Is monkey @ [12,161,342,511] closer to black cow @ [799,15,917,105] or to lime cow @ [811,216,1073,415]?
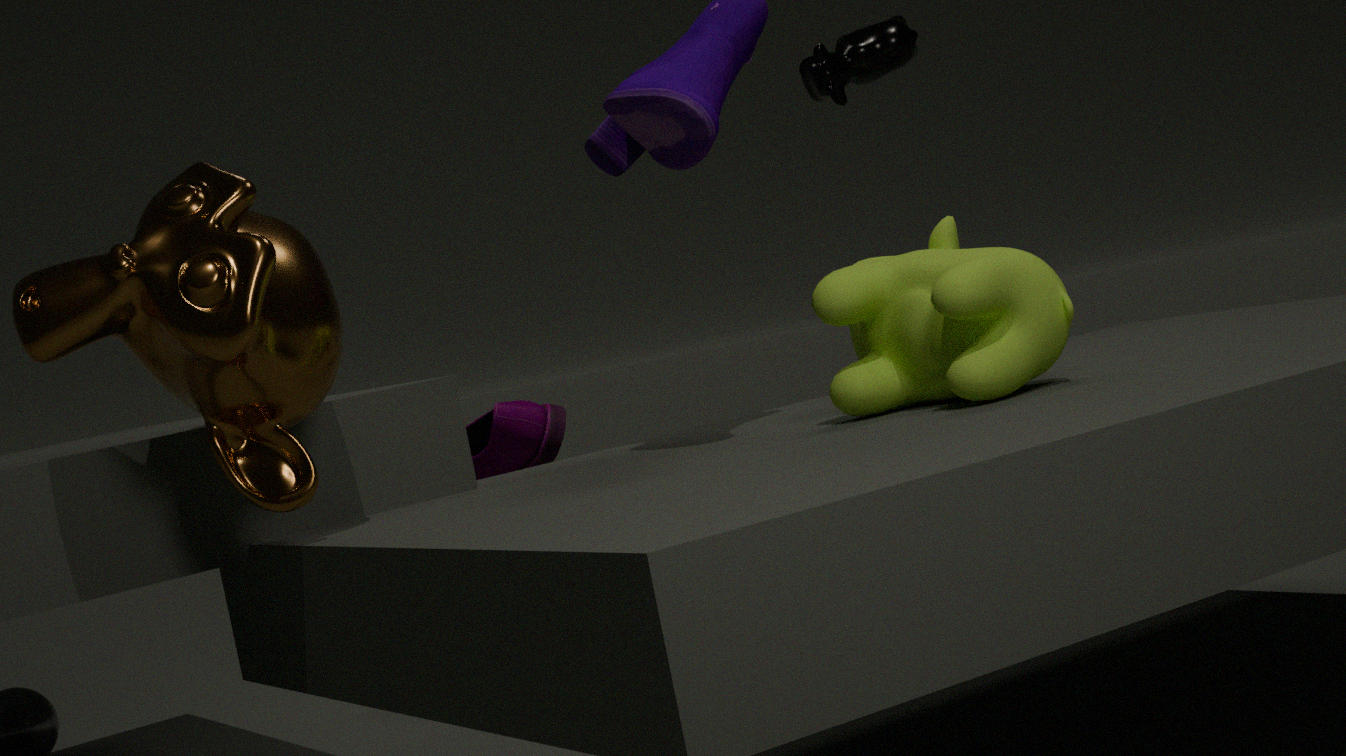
lime cow @ [811,216,1073,415]
